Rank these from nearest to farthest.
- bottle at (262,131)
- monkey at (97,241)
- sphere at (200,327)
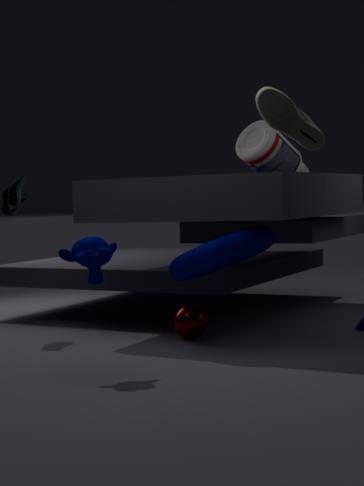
monkey at (97,241), sphere at (200,327), bottle at (262,131)
